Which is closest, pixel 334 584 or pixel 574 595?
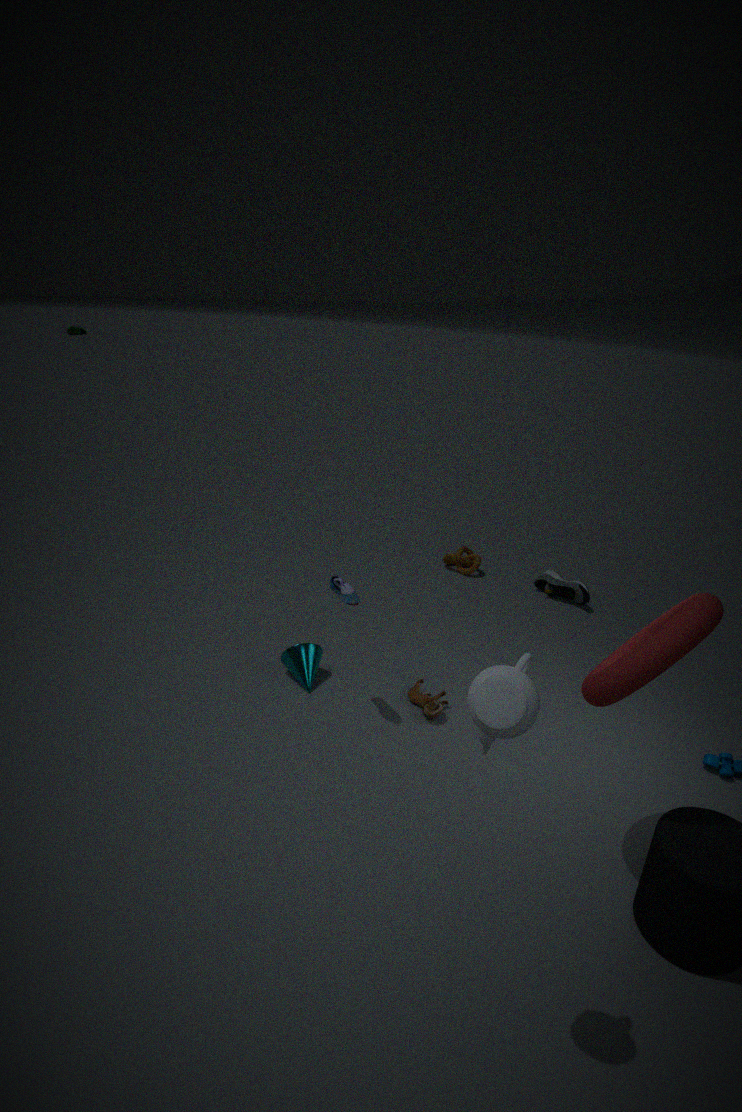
pixel 334 584
